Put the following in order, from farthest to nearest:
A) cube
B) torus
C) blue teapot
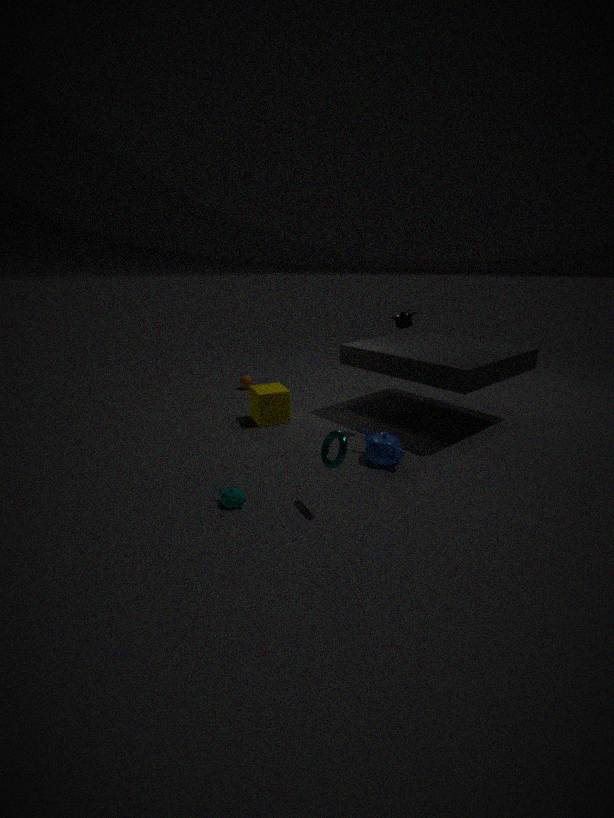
cube, blue teapot, torus
